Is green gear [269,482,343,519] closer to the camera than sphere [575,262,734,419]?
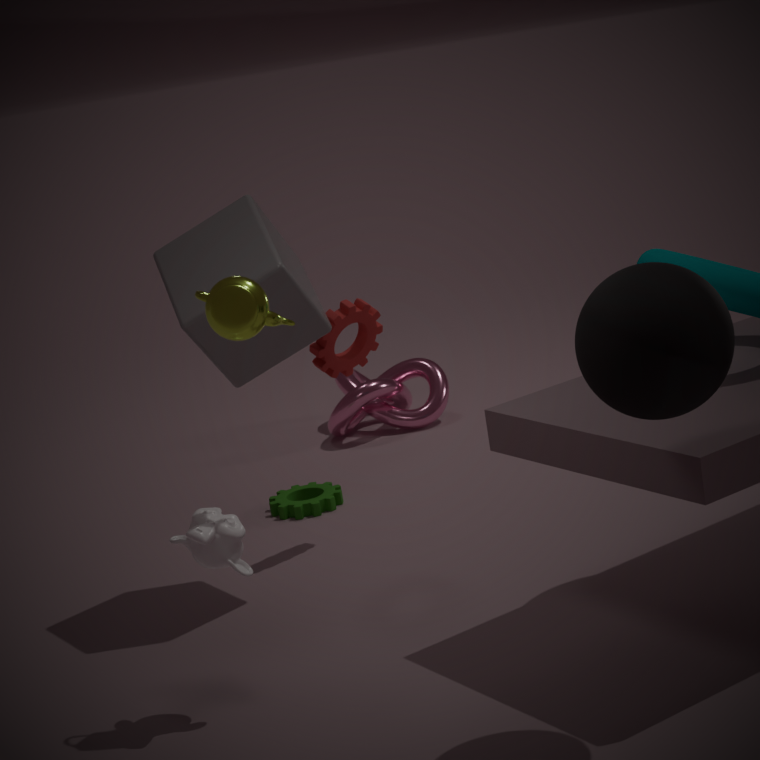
No
